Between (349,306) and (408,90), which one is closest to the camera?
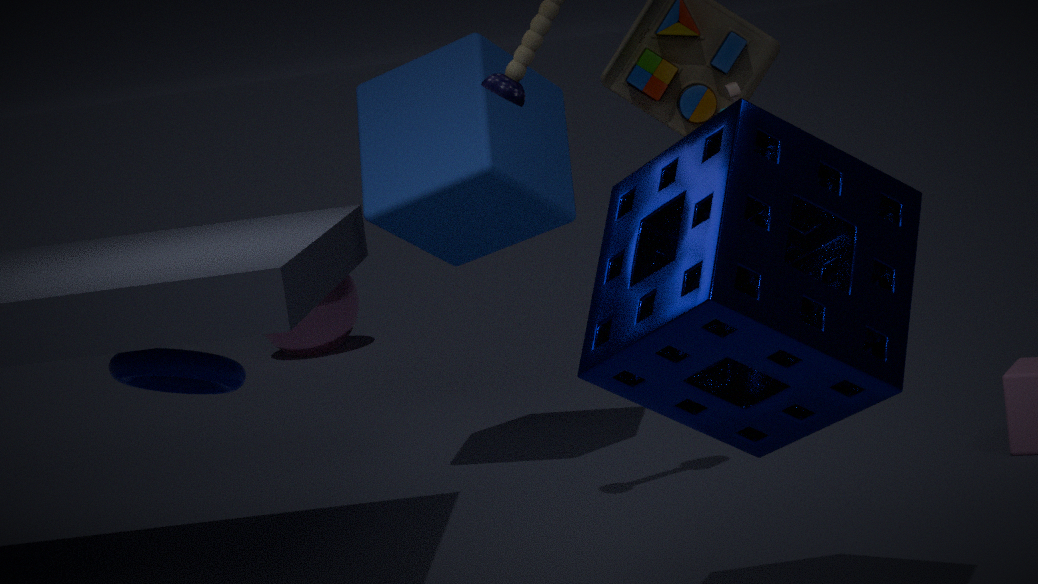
(408,90)
